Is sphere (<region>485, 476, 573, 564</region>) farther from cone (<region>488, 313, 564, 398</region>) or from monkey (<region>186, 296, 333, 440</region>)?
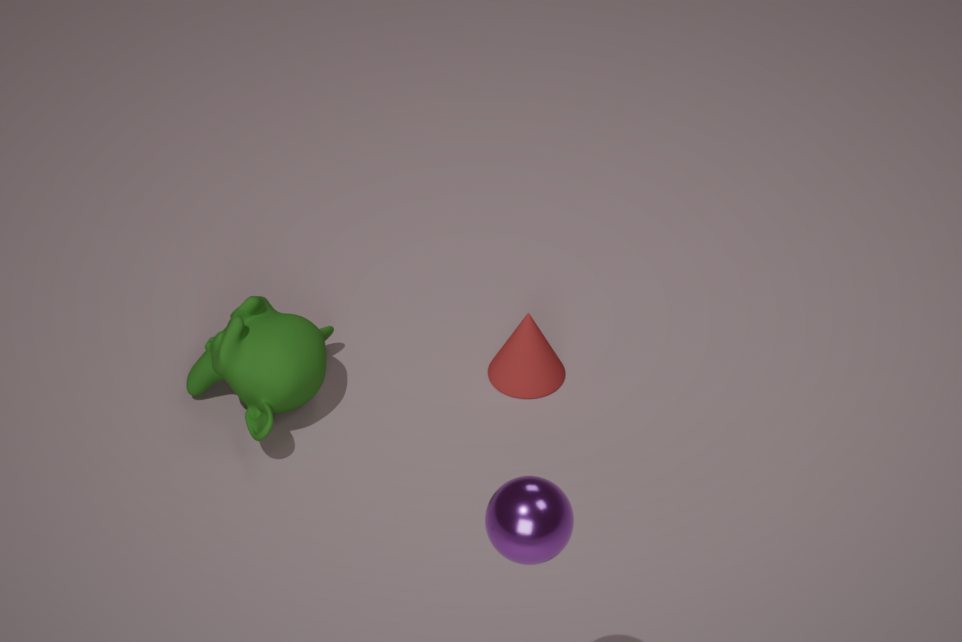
cone (<region>488, 313, 564, 398</region>)
